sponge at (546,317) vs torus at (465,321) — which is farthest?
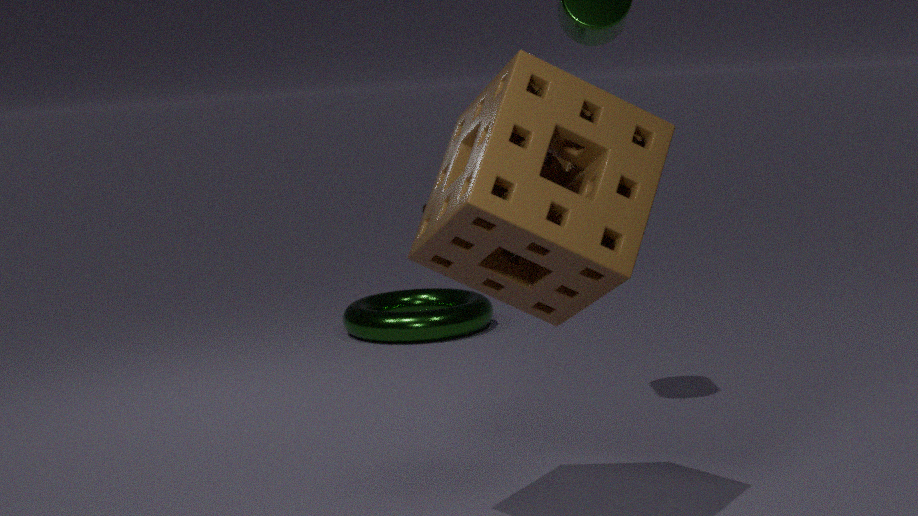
torus at (465,321)
